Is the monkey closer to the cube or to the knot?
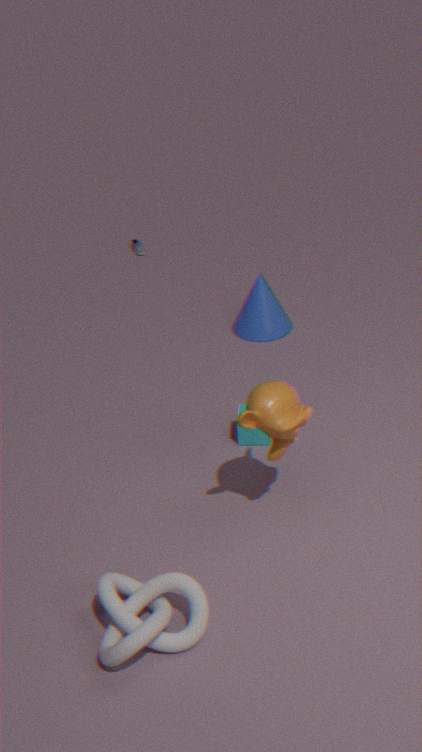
the cube
